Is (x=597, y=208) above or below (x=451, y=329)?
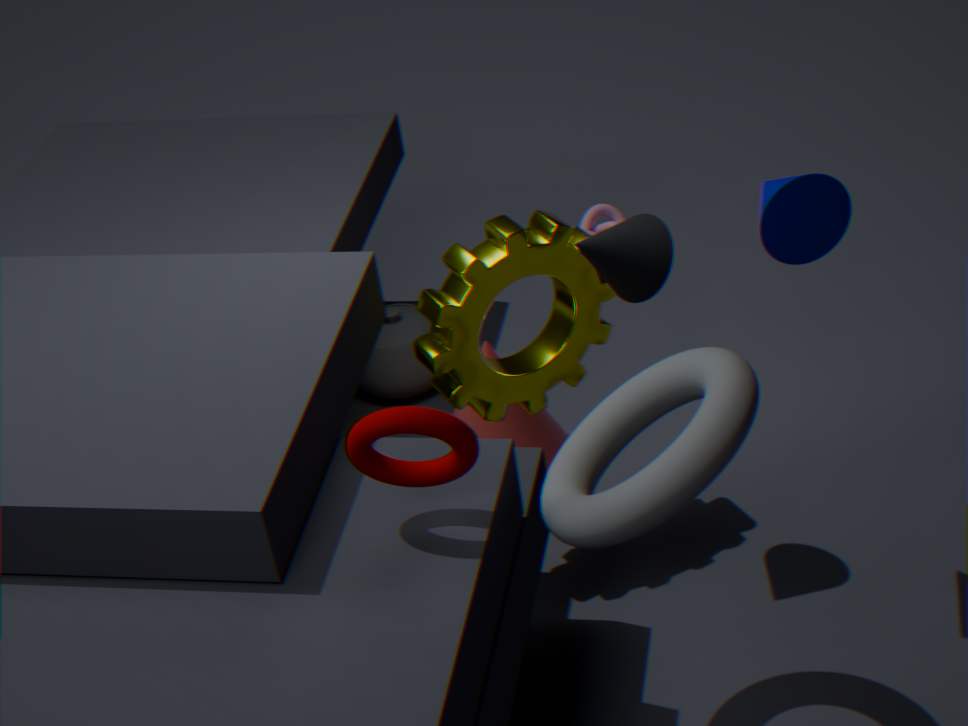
below
